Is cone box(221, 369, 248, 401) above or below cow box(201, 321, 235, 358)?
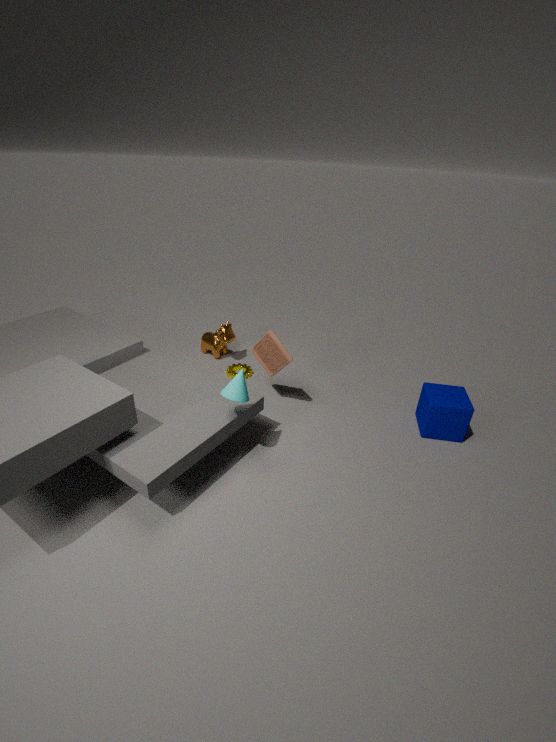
above
